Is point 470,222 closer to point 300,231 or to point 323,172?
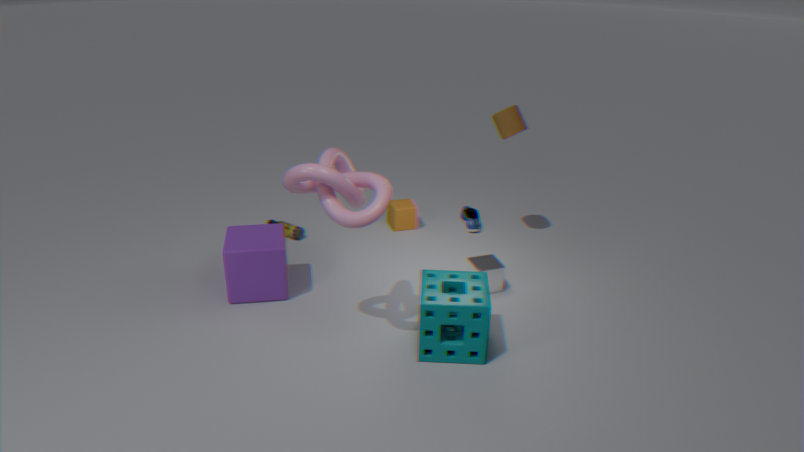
point 300,231
